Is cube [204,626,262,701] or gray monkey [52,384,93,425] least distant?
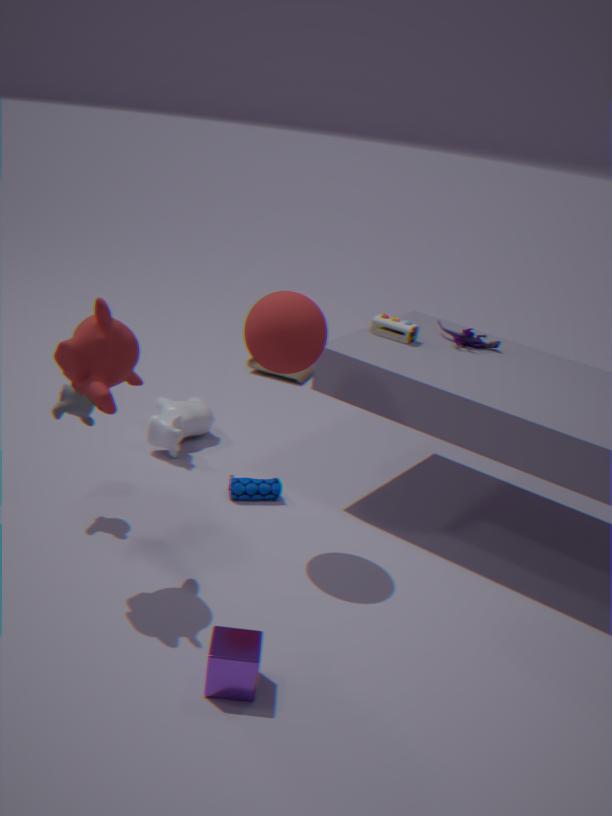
cube [204,626,262,701]
